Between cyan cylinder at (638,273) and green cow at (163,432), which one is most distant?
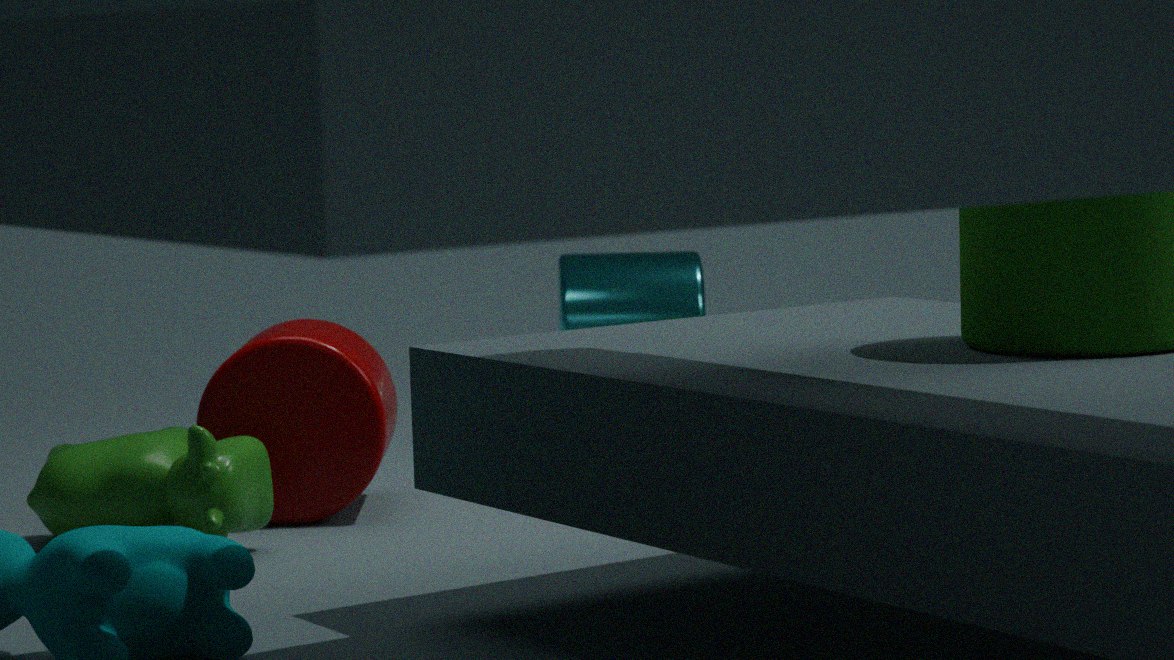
cyan cylinder at (638,273)
